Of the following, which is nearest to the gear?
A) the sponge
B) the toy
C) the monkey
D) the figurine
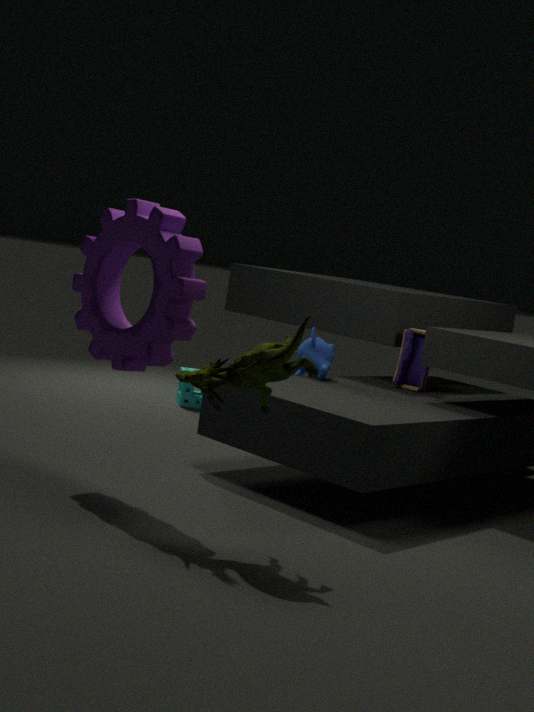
the figurine
